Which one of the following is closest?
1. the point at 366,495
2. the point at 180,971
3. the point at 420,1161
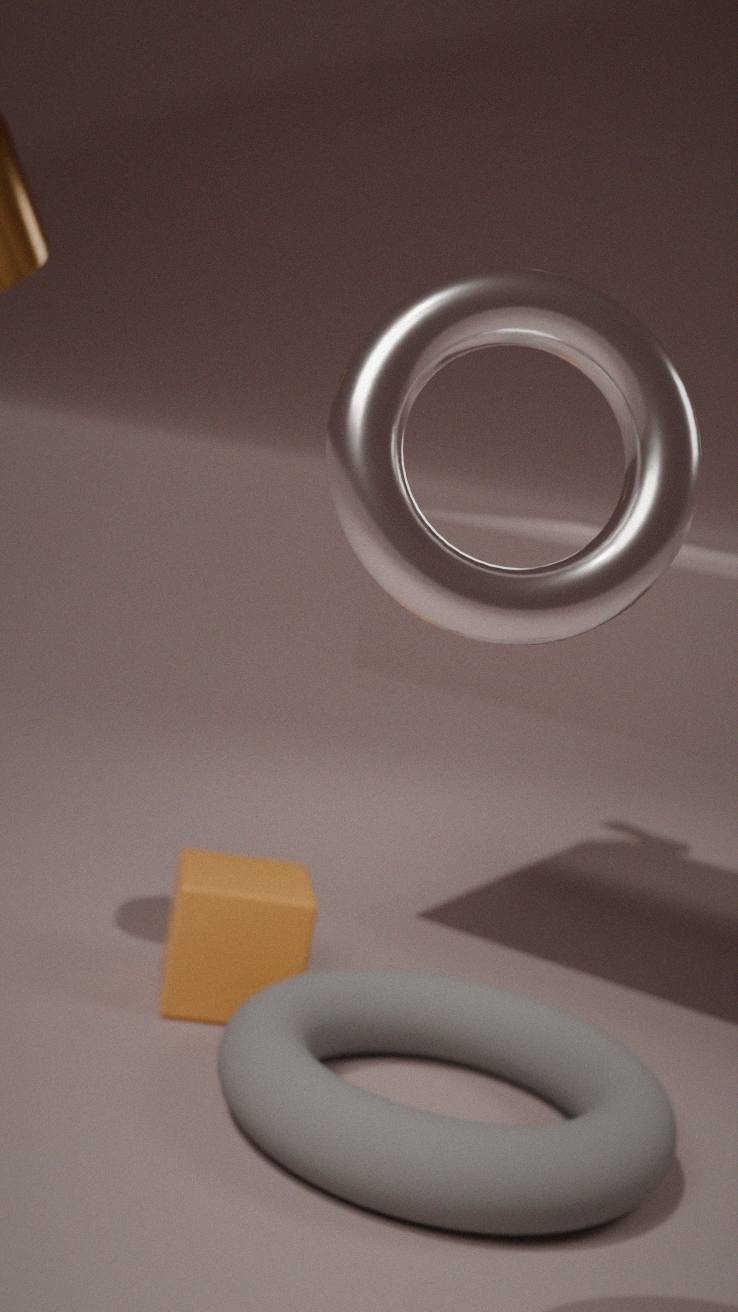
the point at 366,495
